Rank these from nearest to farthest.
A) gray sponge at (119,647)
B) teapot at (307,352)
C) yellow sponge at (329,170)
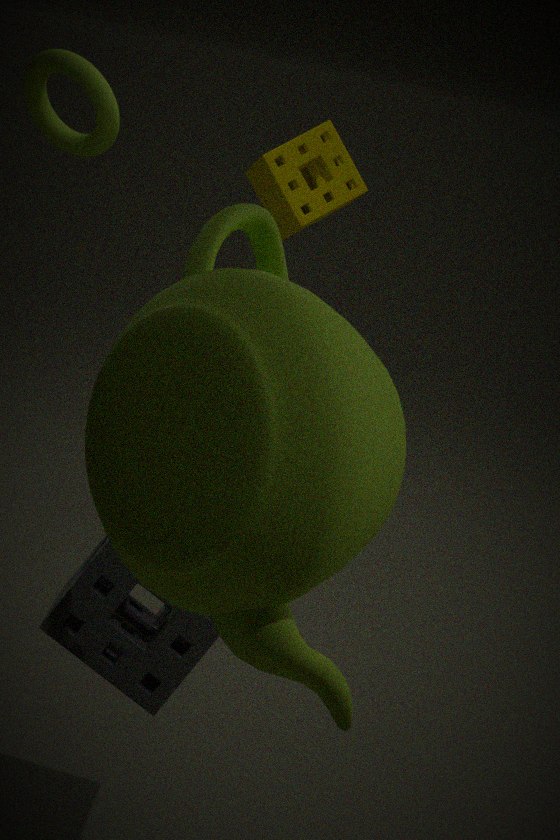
teapot at (307,352)
gray sponge at (119,647)
yellow sponge at (329,170)
